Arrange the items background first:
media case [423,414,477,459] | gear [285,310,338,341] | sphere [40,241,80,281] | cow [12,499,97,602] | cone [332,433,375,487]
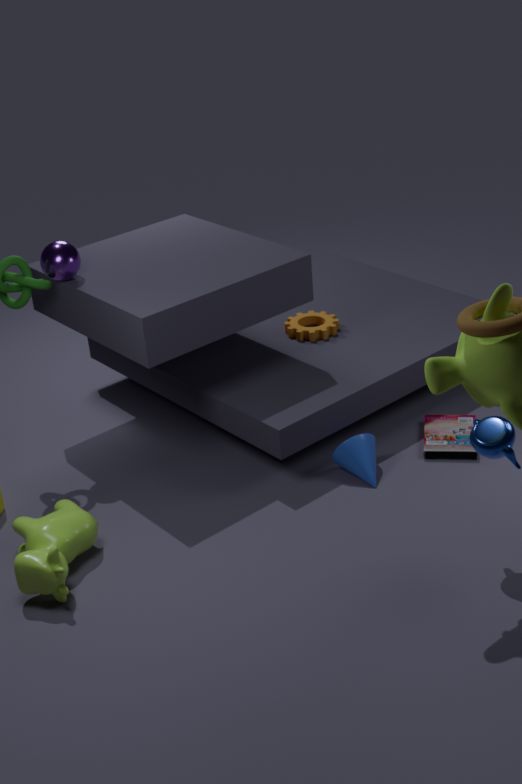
gear [285,310,338,341], media case [423,414,477,459], sphere [40,241,80,281], cone [332,433,375,487], cow [12,499,97,602]
